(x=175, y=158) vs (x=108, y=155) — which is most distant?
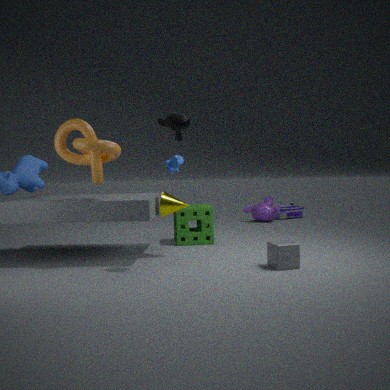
(x=175, y=158)
